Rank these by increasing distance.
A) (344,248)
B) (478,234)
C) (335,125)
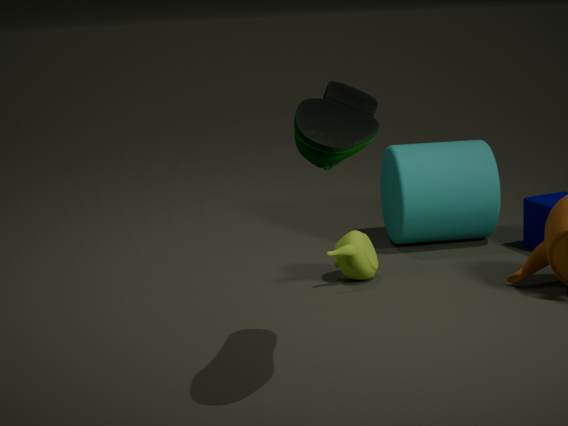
(335,125) < (344,248) < (478,234)
